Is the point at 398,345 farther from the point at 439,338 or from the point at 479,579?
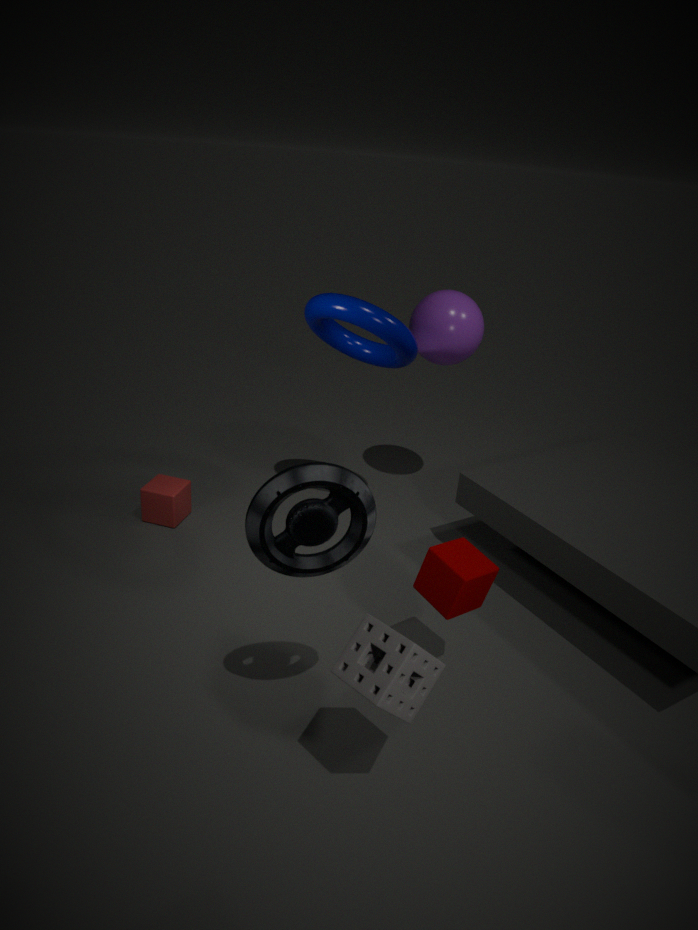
the point at 479,579
